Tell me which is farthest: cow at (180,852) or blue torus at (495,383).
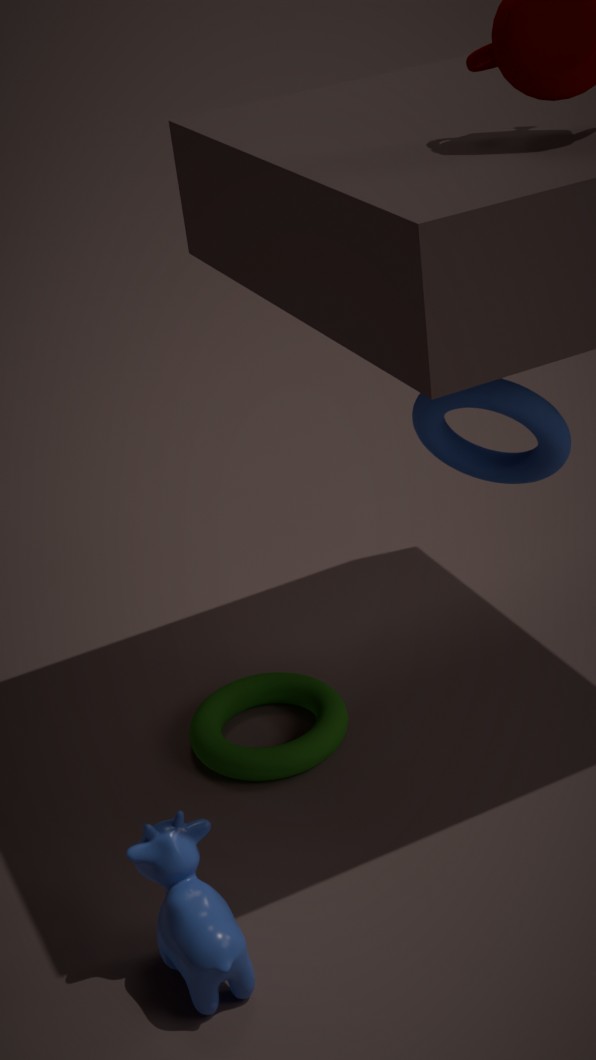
blue torus at (495,383)
